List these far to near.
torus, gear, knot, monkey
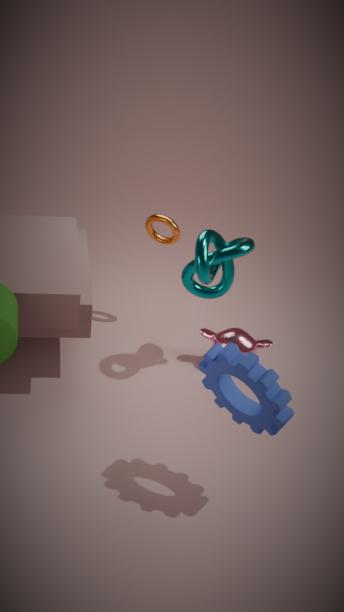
1. torus
2. monkey
3. knot
4. gear
